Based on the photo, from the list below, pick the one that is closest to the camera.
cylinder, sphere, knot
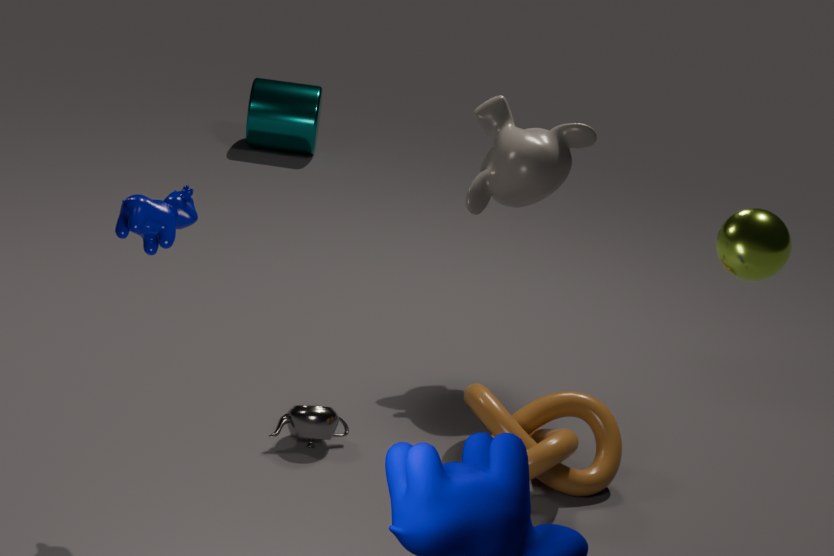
sphere
